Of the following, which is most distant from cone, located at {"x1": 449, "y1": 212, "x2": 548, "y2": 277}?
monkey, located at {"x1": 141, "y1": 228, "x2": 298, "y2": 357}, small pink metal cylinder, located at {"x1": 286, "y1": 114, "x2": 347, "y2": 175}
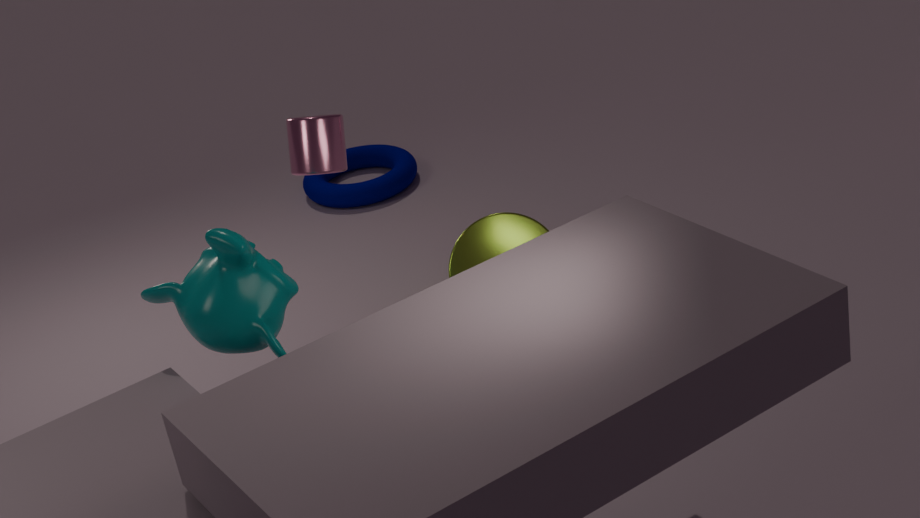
monkey, located at {"x1": 141, "y1": 228, "x2": 298, "y2": 357}
